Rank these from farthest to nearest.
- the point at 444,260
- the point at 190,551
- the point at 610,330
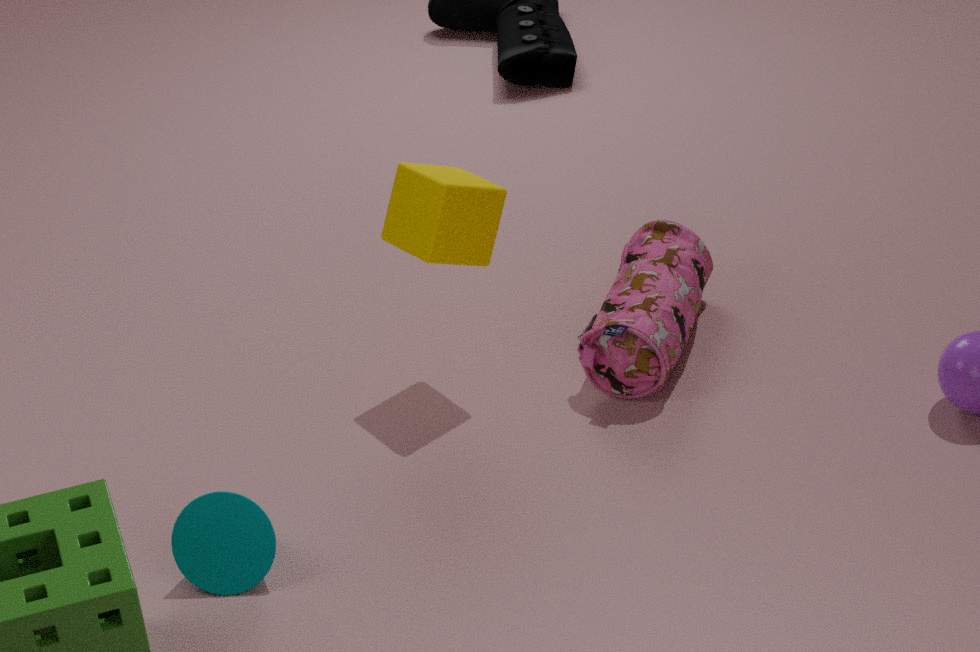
the point at 610,330
the point at 444,260
the point at 190,551
